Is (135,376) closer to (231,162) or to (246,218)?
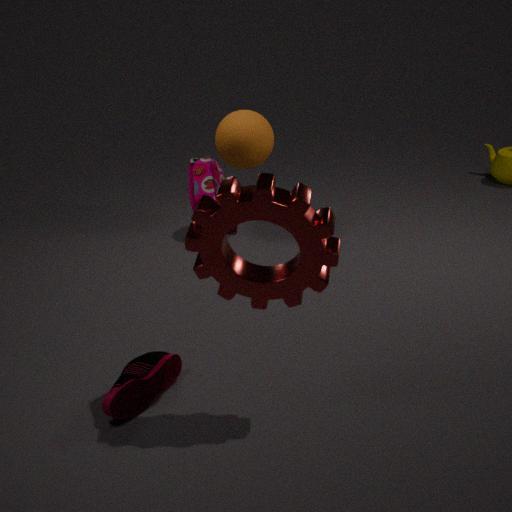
(246,218)
